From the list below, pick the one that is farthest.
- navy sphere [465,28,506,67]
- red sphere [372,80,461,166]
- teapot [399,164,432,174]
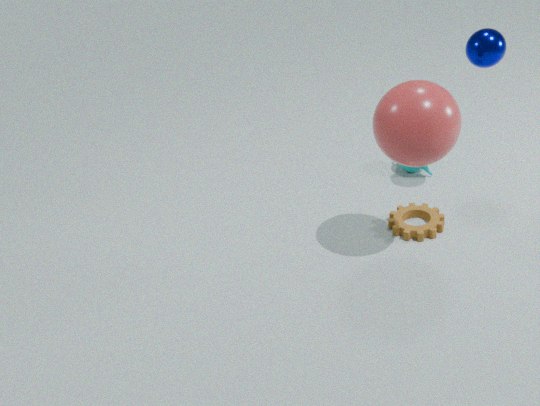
teapot [399,164,432,174]
